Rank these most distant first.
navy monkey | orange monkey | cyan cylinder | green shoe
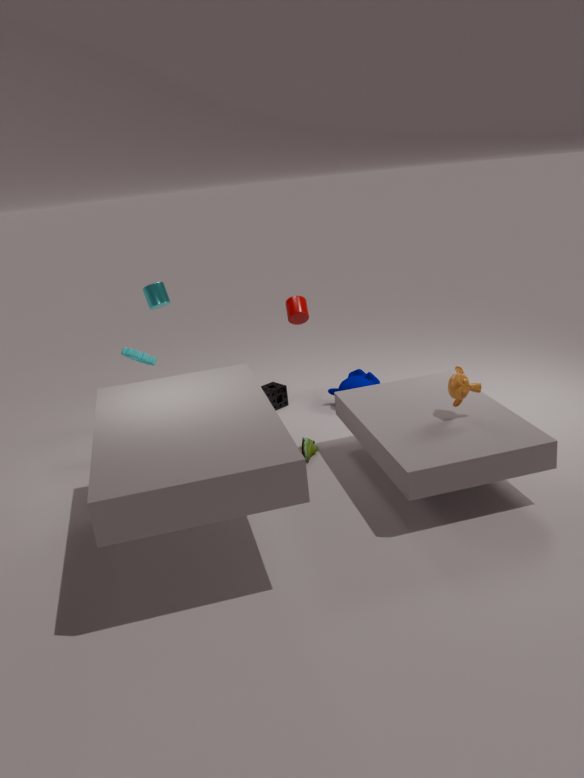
cyan cylinder < navy monkey < green shoe < orange monkey
